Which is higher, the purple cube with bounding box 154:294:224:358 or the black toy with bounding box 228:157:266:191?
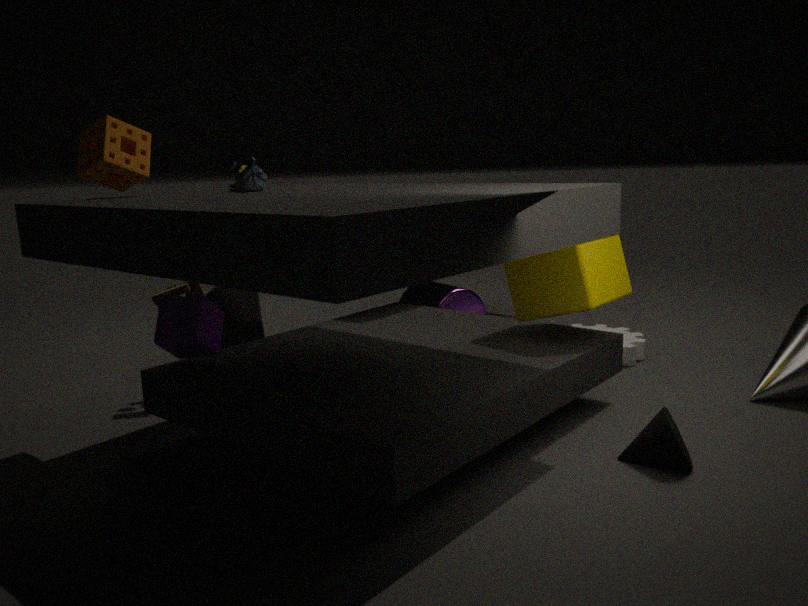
the black toy with bounding box 228:157:266:191
